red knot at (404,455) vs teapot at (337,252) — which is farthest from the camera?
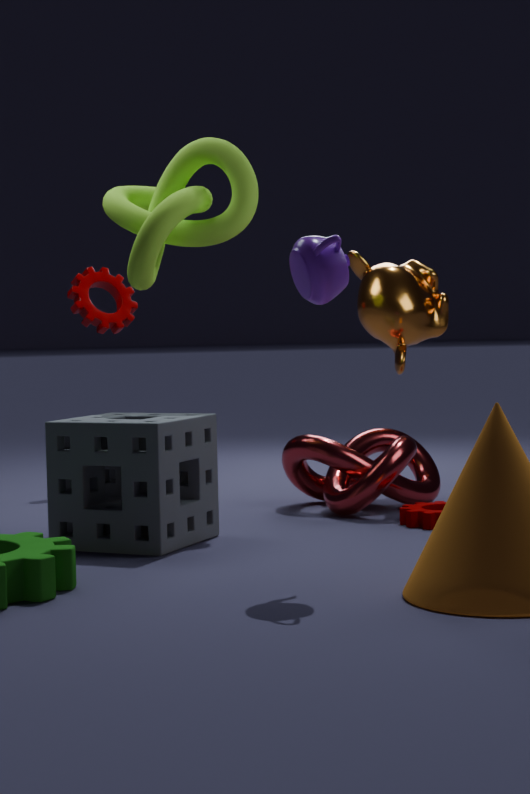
red knot at (404,455)
